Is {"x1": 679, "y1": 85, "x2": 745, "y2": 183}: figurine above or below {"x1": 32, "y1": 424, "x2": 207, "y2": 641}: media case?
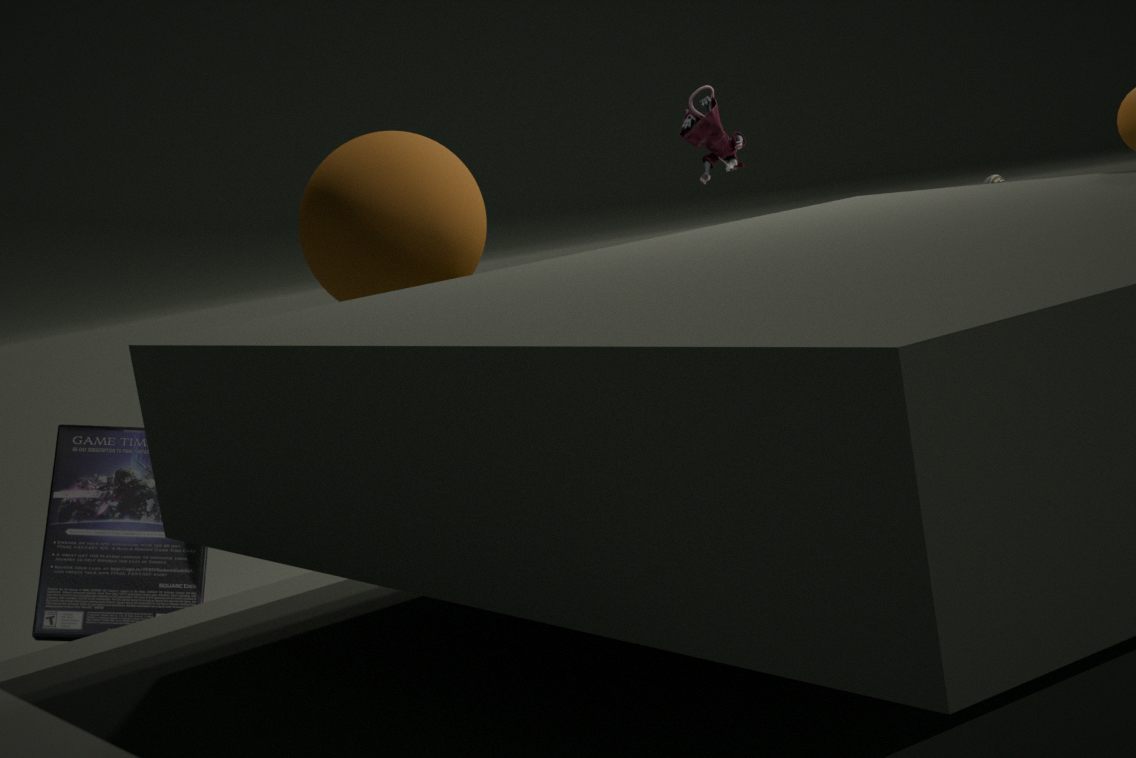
above
